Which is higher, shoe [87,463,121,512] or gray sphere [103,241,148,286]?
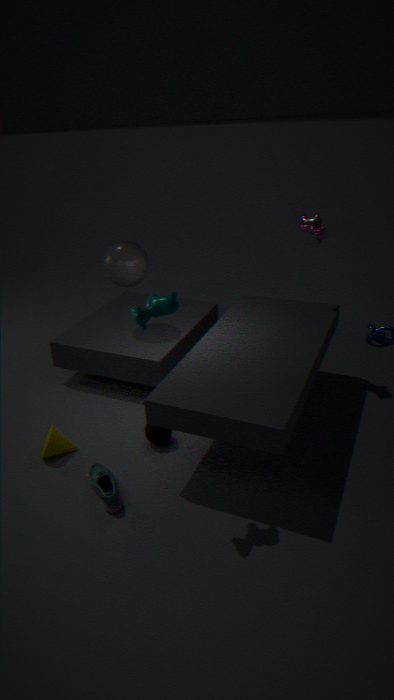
gray sphere [103,241,148,286]
